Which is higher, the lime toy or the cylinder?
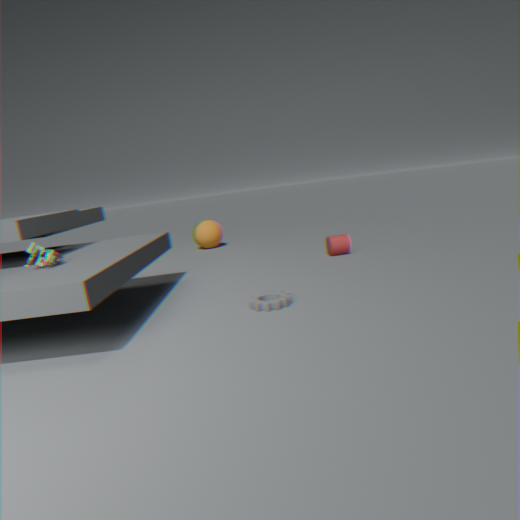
the lime toy
